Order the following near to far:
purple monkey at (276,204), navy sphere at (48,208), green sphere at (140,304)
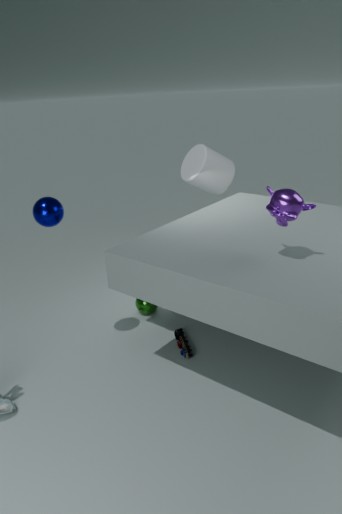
purple monkey at (276,204) < navy sphere at (48,208) < green sphere at (140,304)
